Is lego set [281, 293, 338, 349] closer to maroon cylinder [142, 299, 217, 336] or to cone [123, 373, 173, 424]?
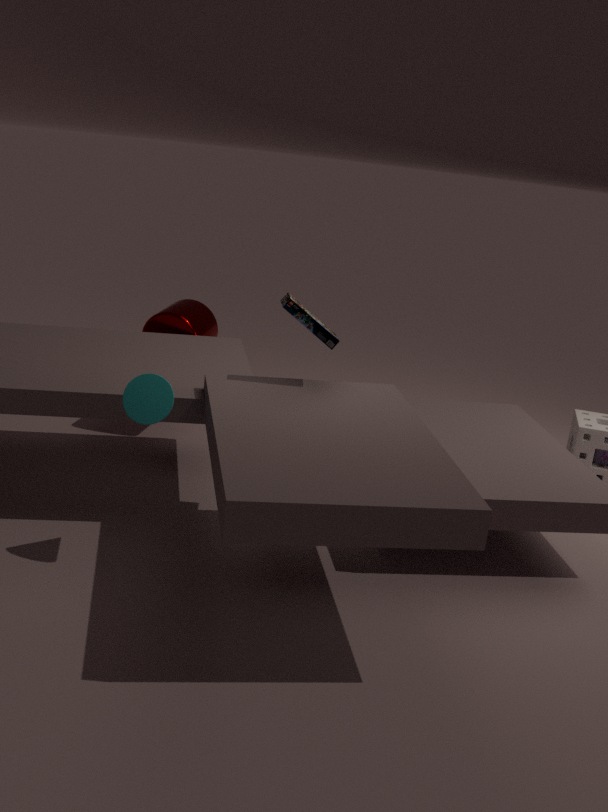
cone [123, 373, 173, 424]
